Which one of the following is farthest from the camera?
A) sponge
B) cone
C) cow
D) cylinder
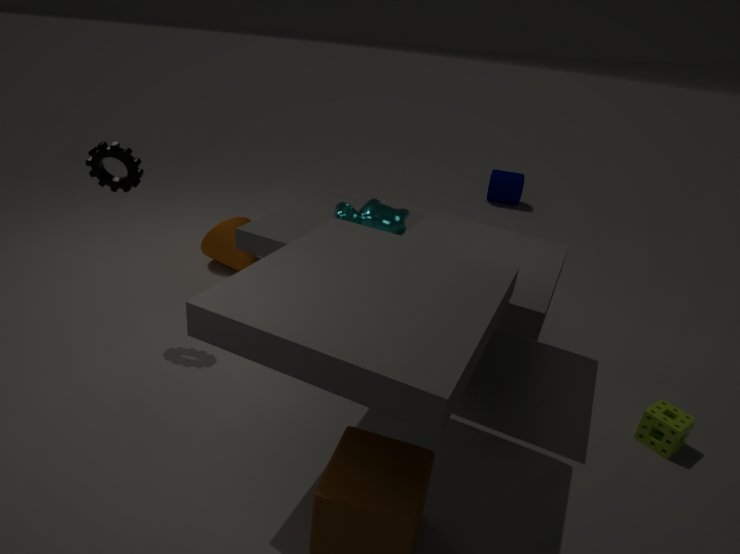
cylinder
